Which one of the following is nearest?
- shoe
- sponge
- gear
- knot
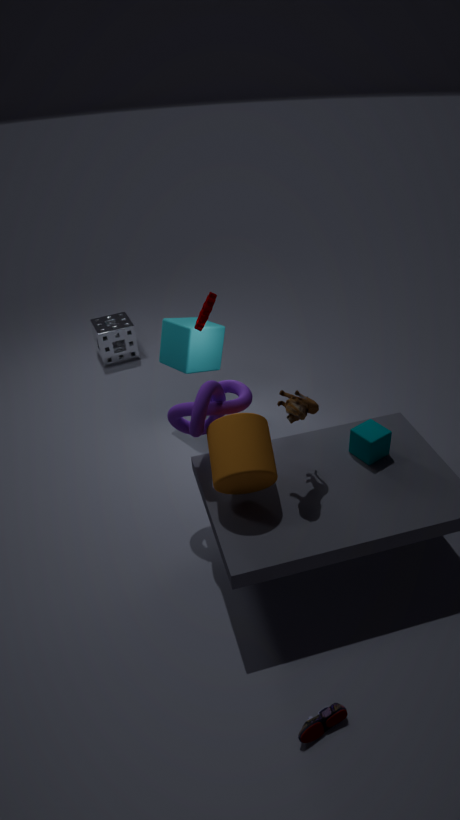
shoe
